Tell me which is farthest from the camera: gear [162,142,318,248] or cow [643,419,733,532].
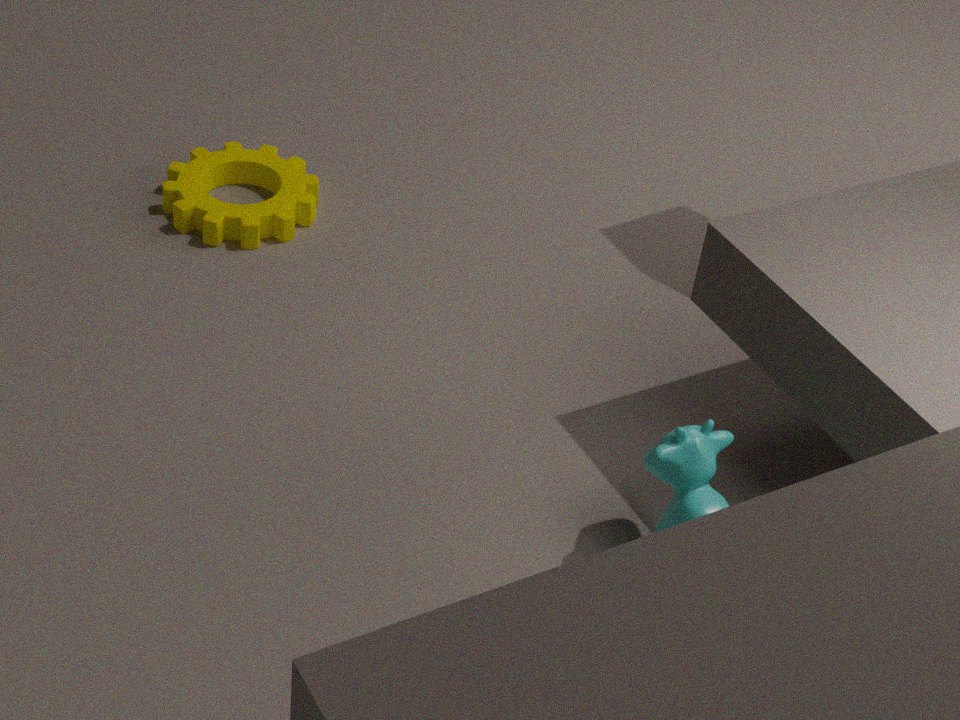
gear [162,142,318,248]
